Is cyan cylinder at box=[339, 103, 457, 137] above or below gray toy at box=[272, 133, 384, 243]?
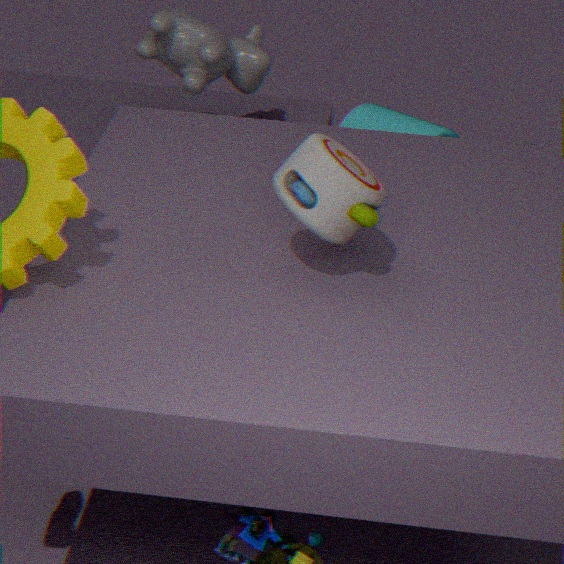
below
